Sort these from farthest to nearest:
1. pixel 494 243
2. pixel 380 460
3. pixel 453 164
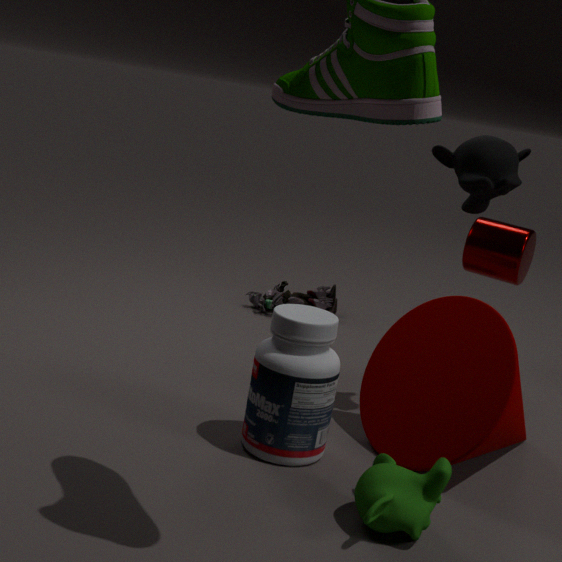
1. pixel 494 243
2. pixel 453 164
3. pixel 380 460
